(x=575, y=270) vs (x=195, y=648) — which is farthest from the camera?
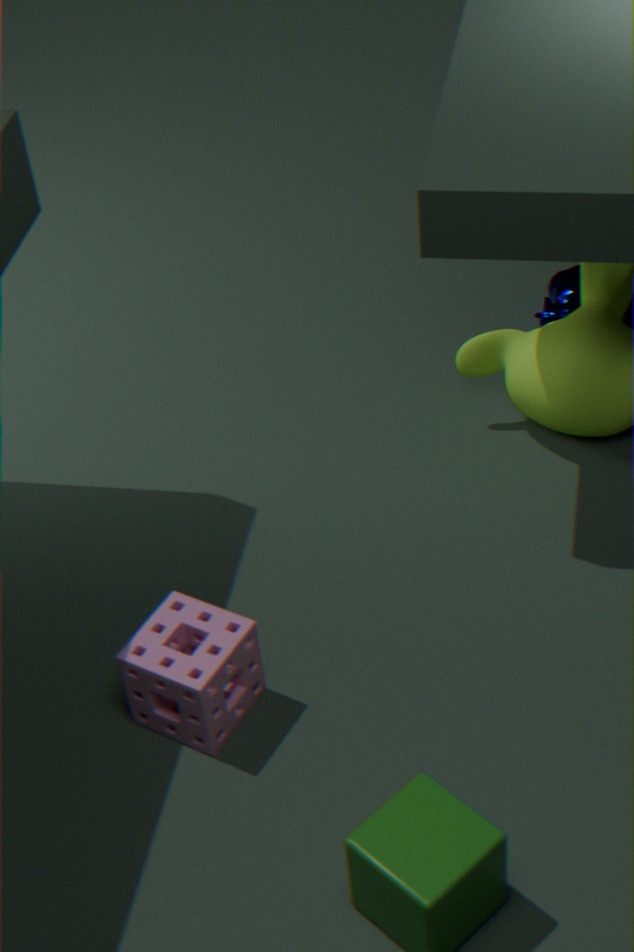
(x=575, y=270)
